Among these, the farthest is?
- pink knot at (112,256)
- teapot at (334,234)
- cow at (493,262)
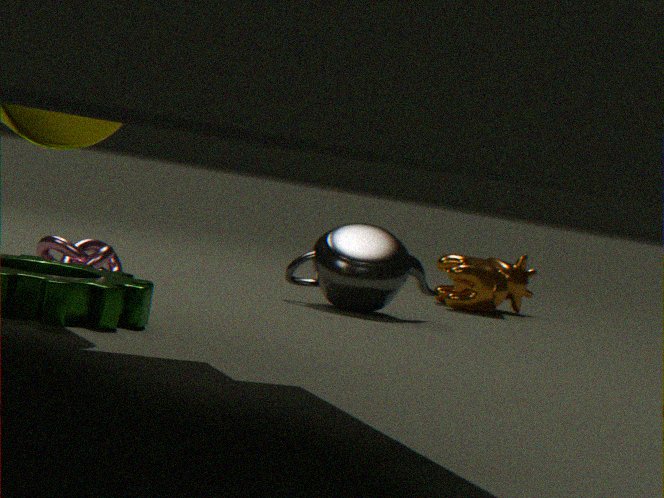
cow at (493,262)
